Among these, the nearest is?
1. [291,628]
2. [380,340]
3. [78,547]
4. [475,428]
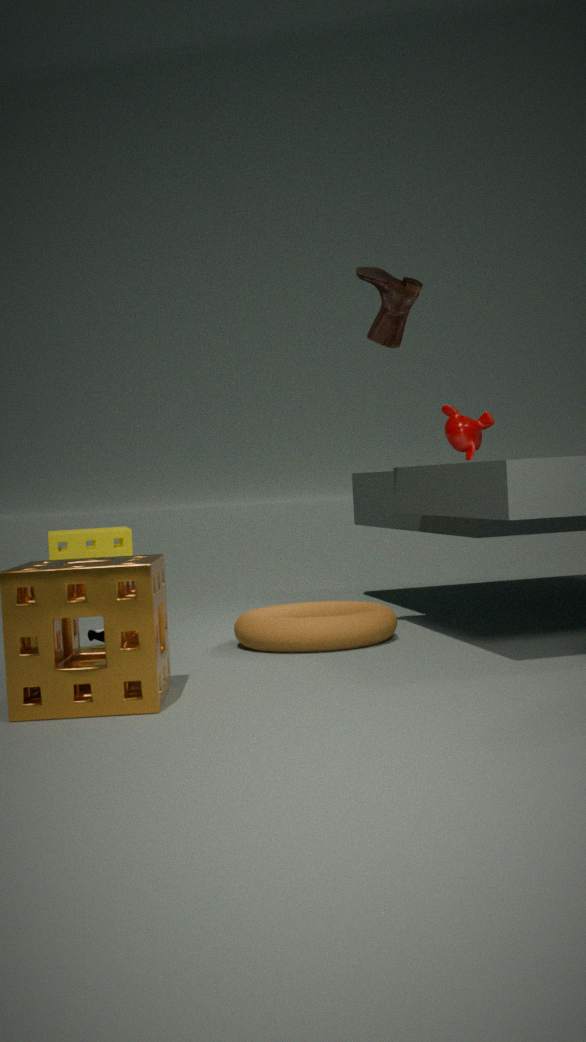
[291,628]
